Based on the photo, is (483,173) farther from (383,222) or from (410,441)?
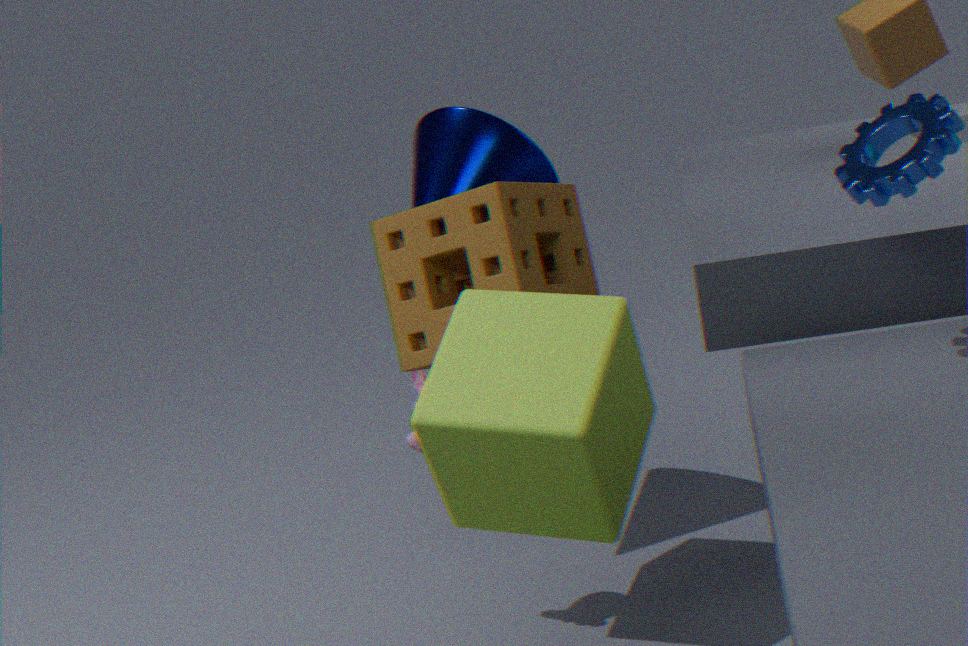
(410,441)
